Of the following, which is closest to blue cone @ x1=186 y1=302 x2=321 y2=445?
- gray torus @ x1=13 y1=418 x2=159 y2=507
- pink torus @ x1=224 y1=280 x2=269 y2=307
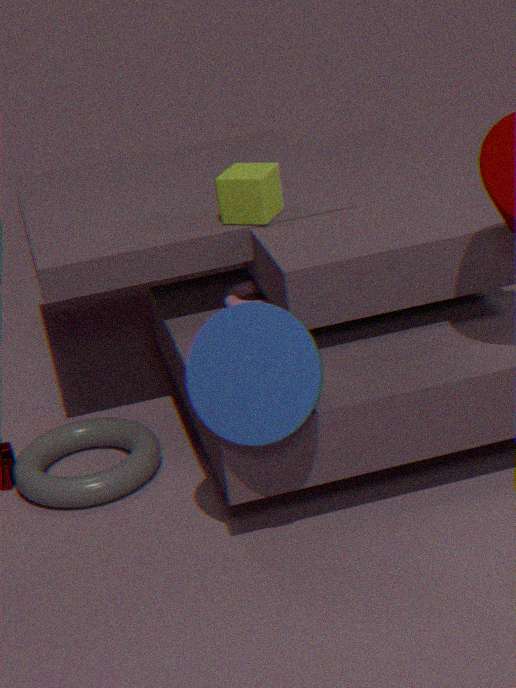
pink torus @ x1=224 y1=280 x2=269 y2=307
